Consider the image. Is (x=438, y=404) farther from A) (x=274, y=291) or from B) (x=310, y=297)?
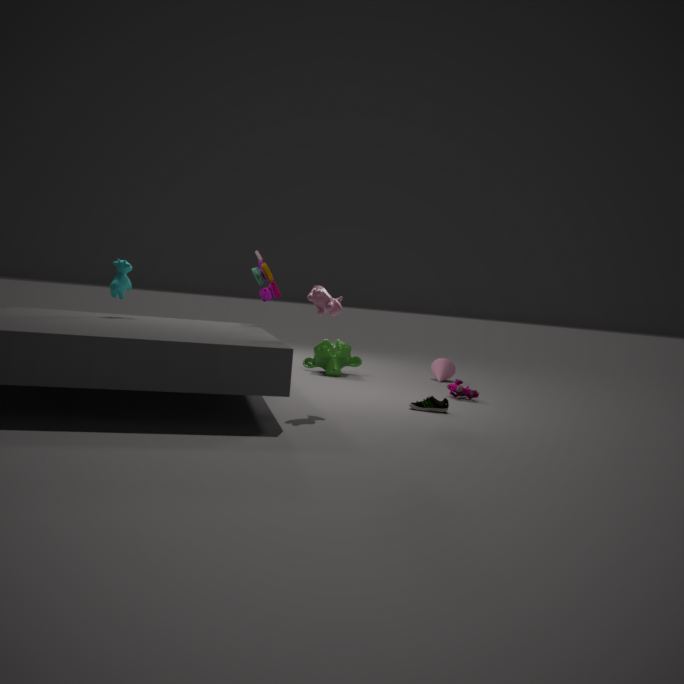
A) (x=274, y=291)
